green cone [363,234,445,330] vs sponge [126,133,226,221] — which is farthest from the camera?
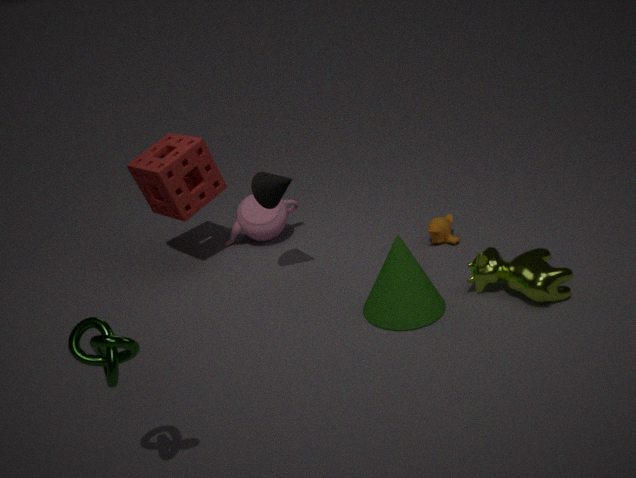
sponge [126,133,226,221]
